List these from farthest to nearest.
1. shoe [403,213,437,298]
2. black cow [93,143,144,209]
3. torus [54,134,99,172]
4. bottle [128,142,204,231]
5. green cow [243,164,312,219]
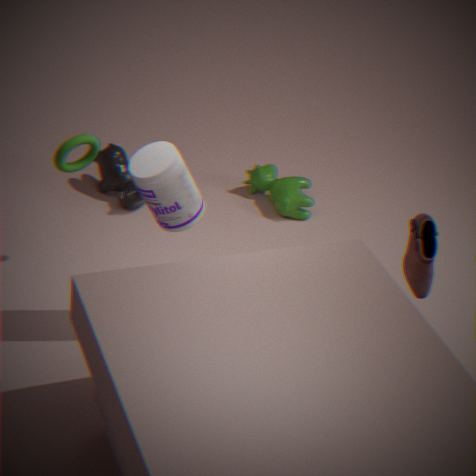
green cow [243,164,312,219]
black cow [93,143,144,209]
torus [54,134,99,172]
shoe [403,213,437,298]
bottle [128,142,204,231]
